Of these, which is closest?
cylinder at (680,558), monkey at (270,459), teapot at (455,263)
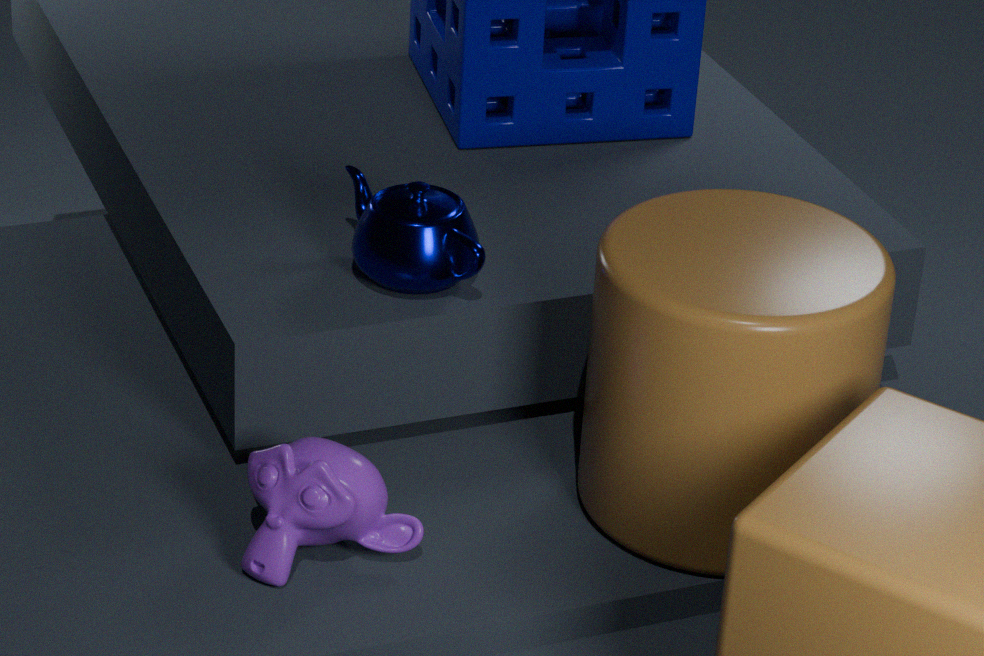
cylinder at (680,558)
